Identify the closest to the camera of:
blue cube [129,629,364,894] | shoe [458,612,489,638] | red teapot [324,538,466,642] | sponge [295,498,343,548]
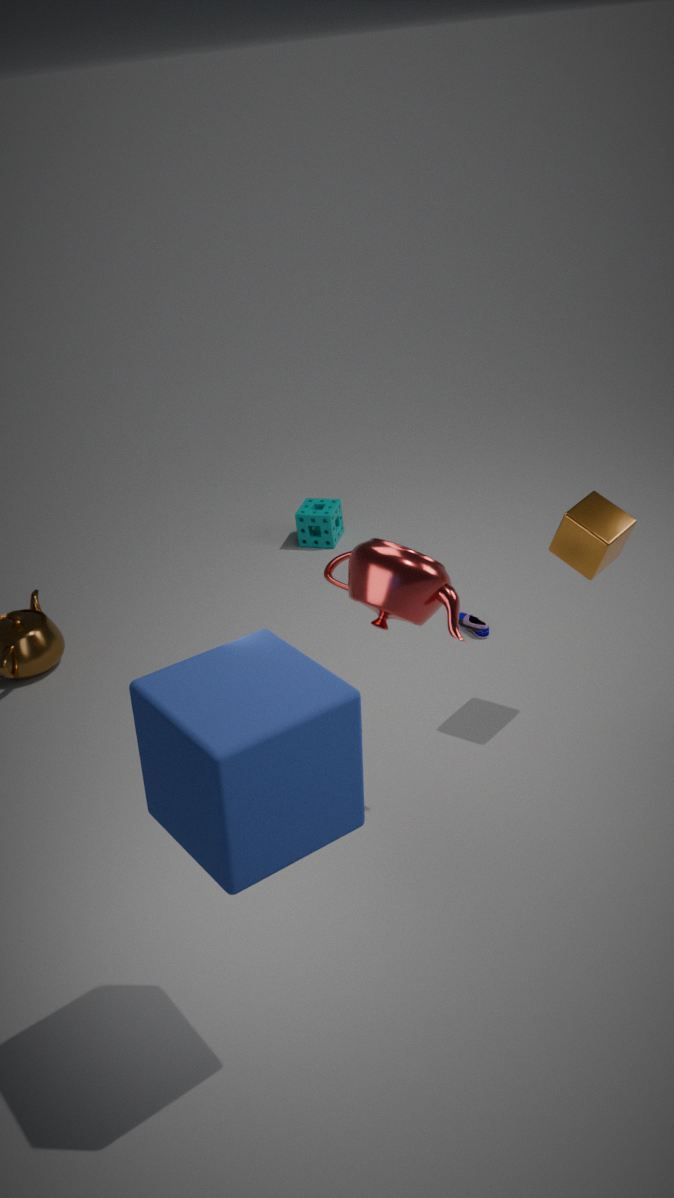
blue cube [129,629,364,894]
